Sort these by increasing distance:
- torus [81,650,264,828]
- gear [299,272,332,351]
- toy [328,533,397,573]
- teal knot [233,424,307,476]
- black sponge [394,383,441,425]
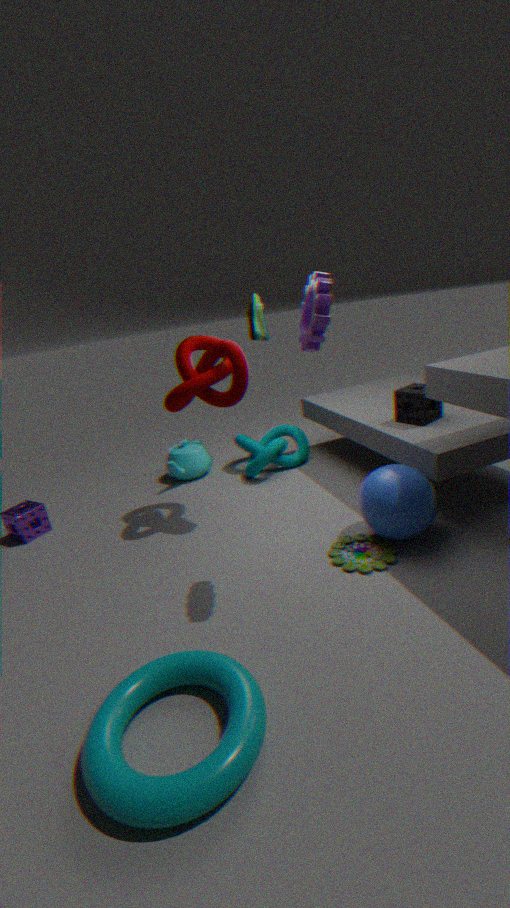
torus [81,650,264,828] < gear [299,272,332,351] < toy [328,533,397,573] < black sponge [394,383,441,425] < teal knot [233,424,307,476]
